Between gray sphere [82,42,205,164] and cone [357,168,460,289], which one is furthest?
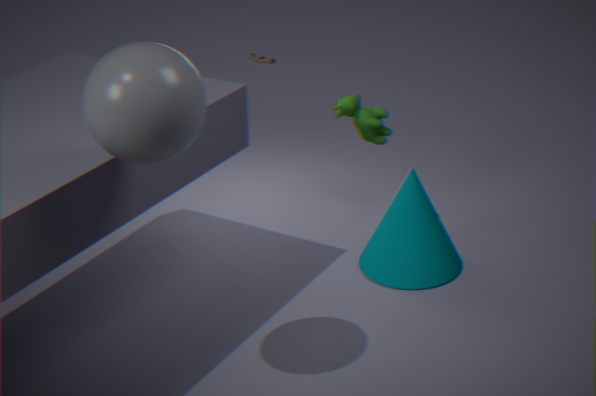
cone [357,168,460,289]
